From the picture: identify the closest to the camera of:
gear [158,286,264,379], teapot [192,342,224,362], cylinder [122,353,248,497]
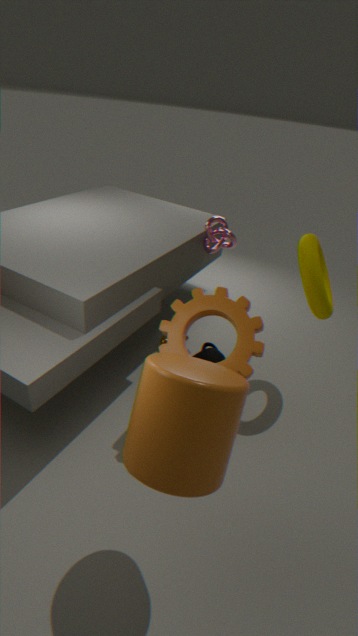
cylinder [122,353,248,497]
